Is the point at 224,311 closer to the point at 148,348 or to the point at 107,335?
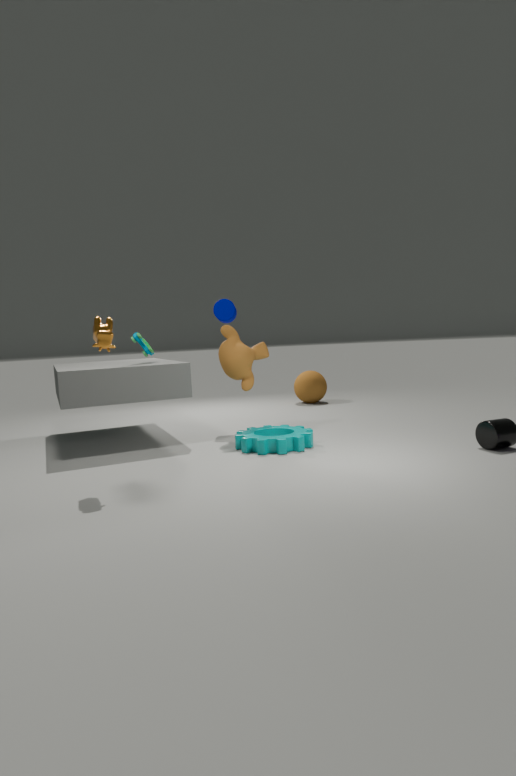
the point at 148,348
